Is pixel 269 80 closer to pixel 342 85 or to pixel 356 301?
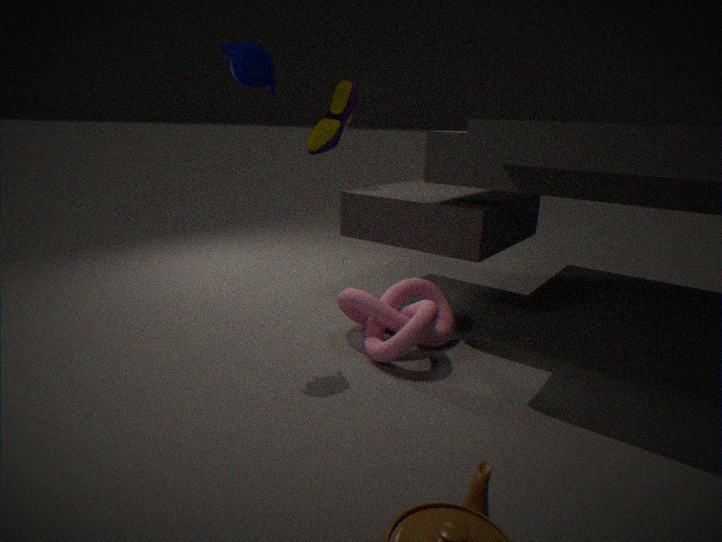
pixel 342 85
